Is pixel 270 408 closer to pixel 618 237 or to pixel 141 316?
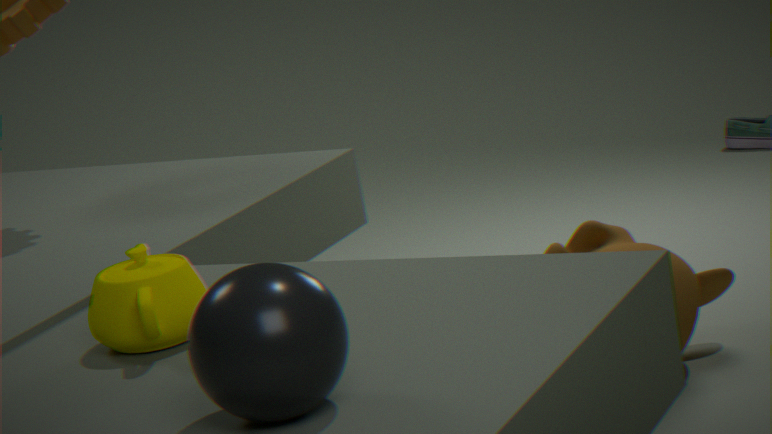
pixel 141 316
